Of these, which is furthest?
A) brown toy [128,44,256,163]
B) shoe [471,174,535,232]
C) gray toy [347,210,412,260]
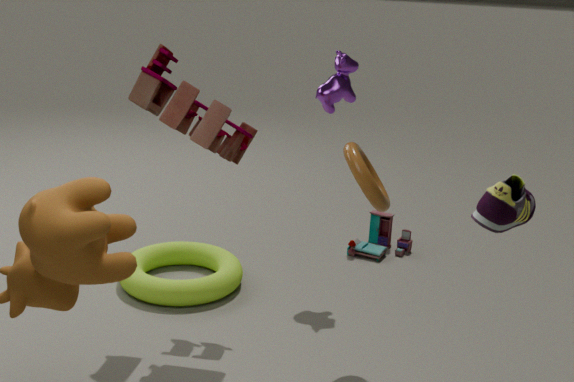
gray toy [347,210,412,260]
